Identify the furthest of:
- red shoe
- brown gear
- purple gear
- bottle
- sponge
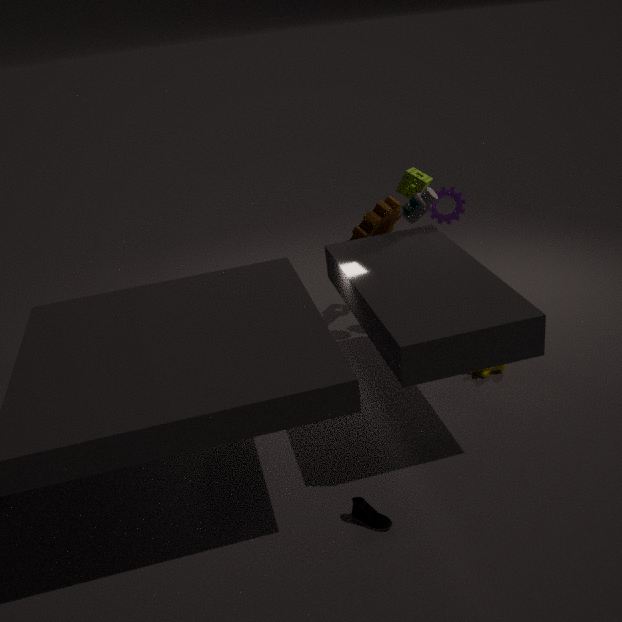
sponge
